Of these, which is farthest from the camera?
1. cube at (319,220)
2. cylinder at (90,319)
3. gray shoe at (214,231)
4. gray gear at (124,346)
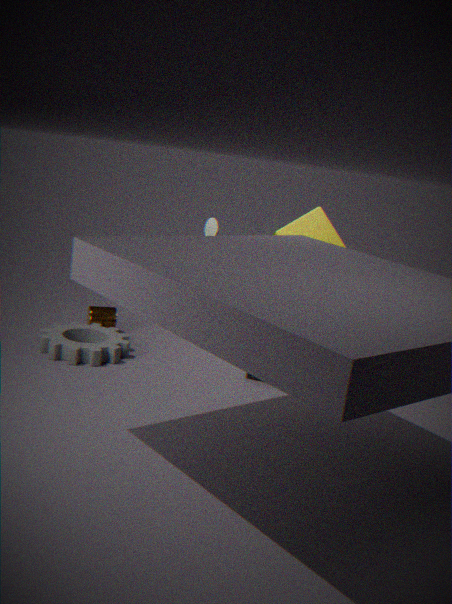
gray shoe at (214,231)
